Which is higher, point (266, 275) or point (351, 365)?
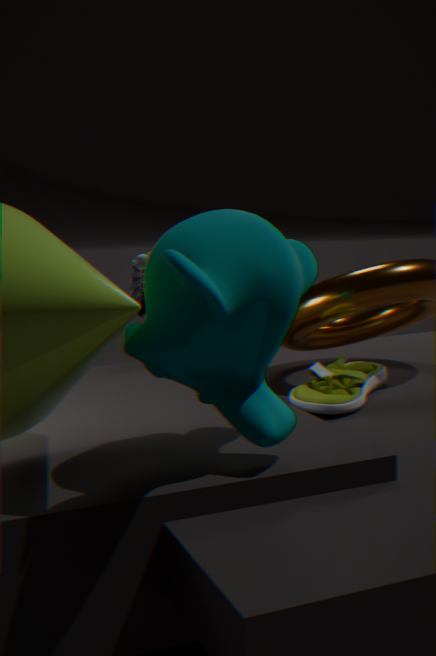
point (266, 275)
